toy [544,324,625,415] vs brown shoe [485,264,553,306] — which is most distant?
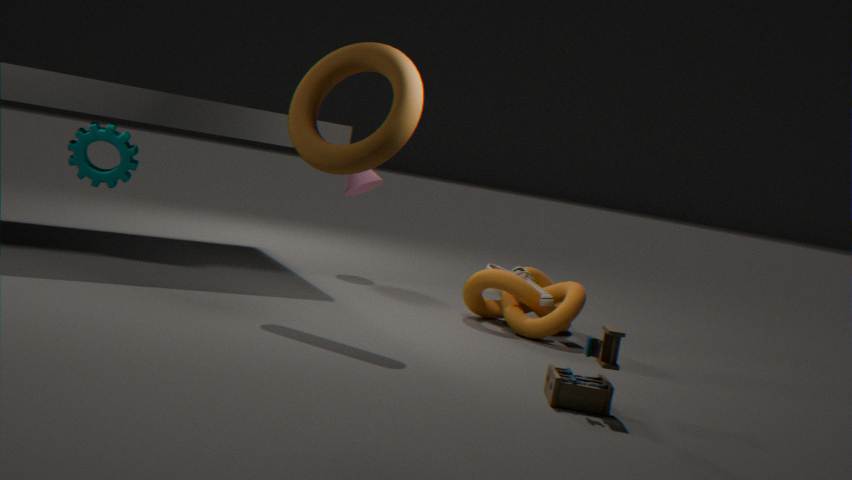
brown shoe [485,264,553,306]
